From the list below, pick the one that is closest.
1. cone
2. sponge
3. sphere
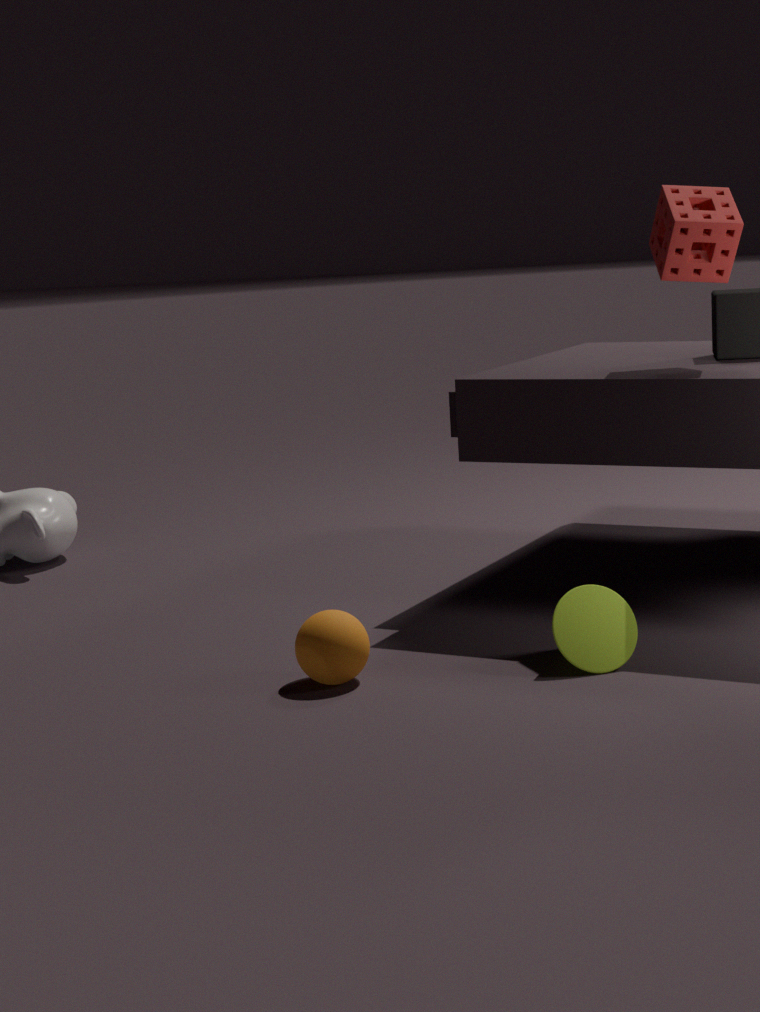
sphere
